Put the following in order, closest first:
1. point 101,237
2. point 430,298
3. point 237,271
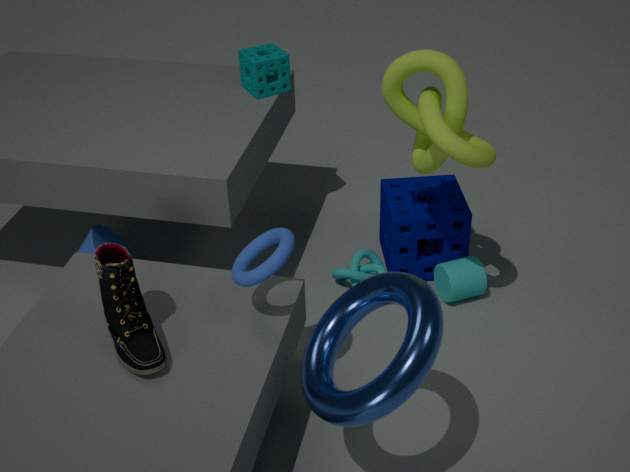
point 430,298 → point 237,271 → point 101,237
